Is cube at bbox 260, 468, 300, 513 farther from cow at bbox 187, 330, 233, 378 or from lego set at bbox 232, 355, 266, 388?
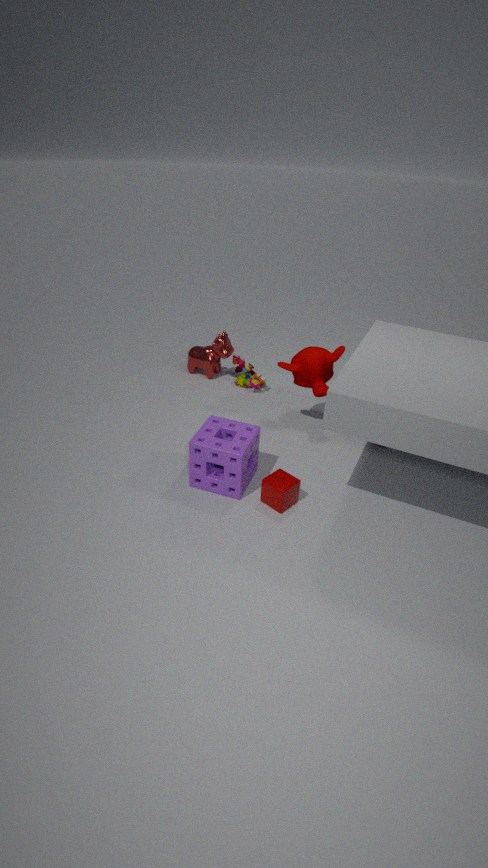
cow at bbox 187, 330, 233, 378
